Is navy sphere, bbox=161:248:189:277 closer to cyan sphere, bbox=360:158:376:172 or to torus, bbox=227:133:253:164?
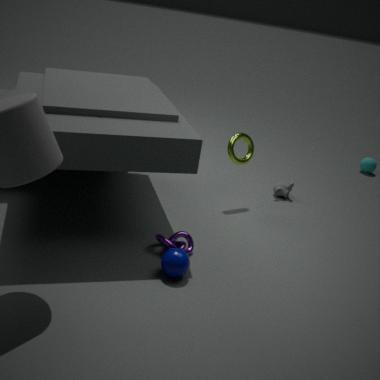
torus, bbox=227:133:253:164
